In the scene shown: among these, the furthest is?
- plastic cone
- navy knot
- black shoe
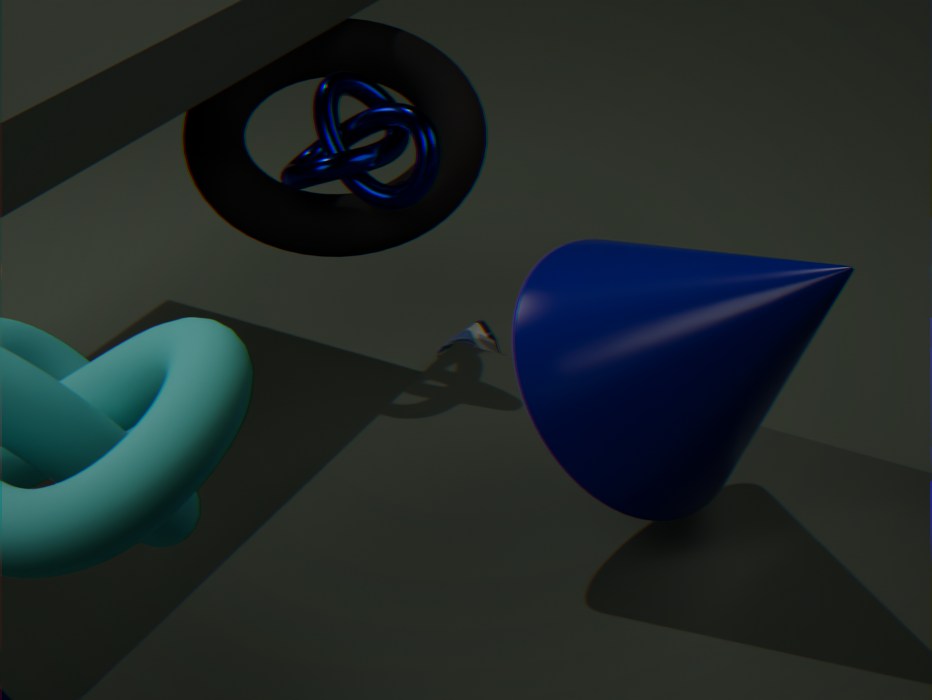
black shoe
